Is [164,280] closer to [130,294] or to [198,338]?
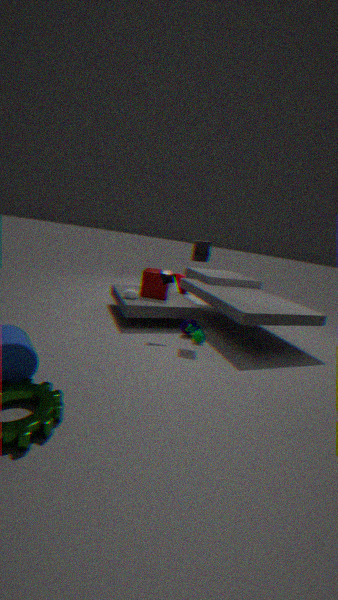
[130,294]
